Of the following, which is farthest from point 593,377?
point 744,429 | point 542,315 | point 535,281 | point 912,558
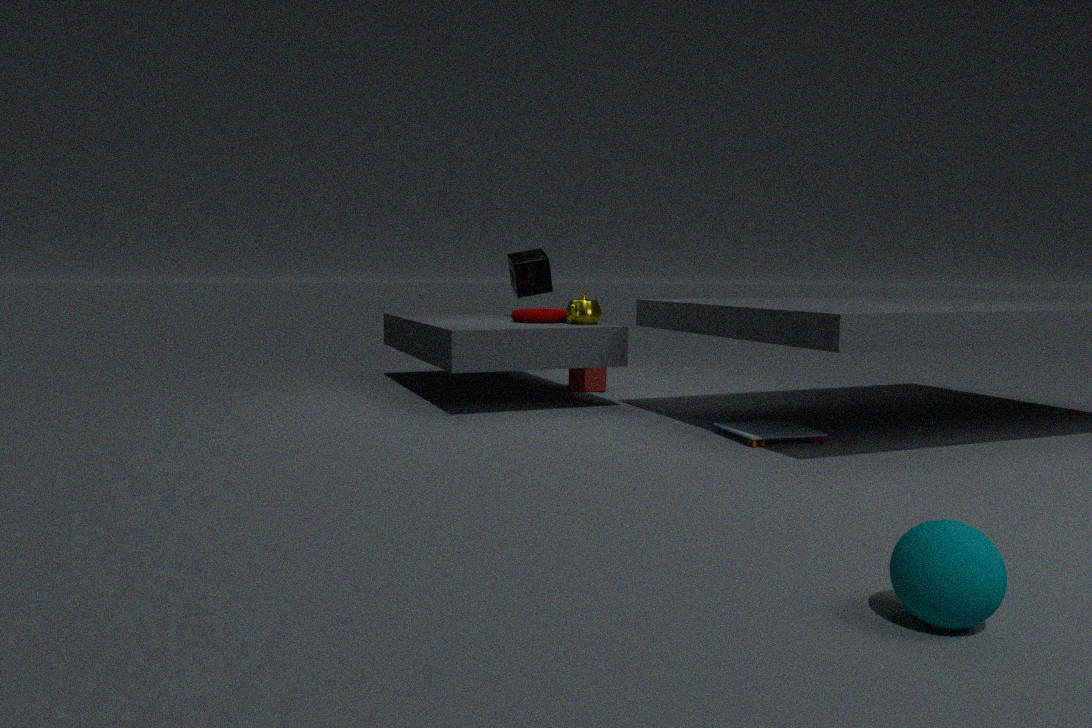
point 912,558
